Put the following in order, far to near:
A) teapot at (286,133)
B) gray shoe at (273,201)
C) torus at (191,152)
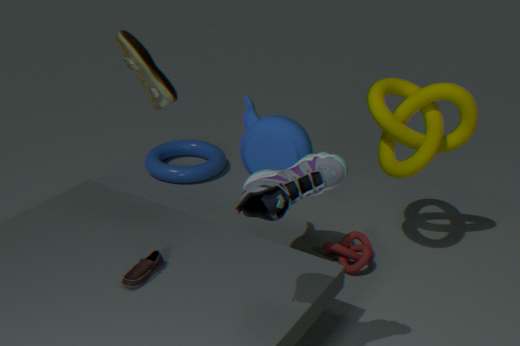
1. torus at (191,152)
2. teapot at (286,133)
3. gray shoe at (273,201)
